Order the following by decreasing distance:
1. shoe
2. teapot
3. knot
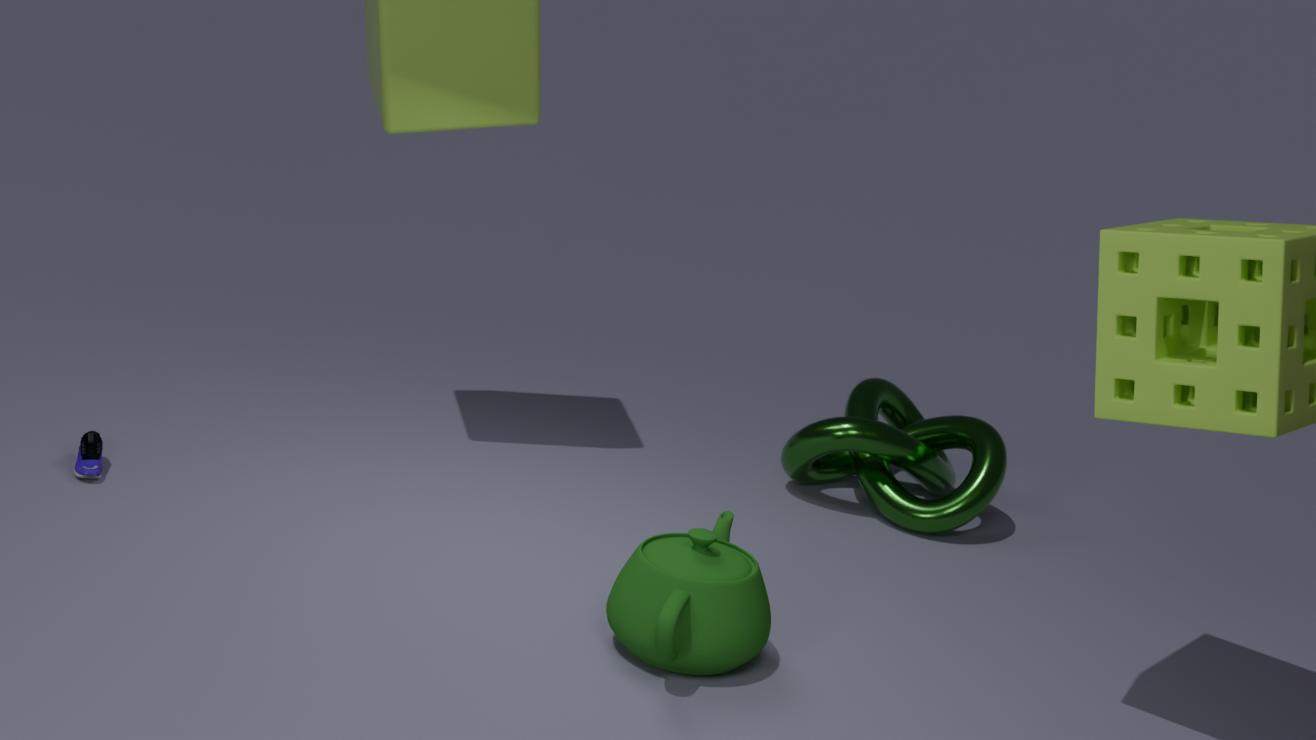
1. knot
2. shoe
3. teapot
